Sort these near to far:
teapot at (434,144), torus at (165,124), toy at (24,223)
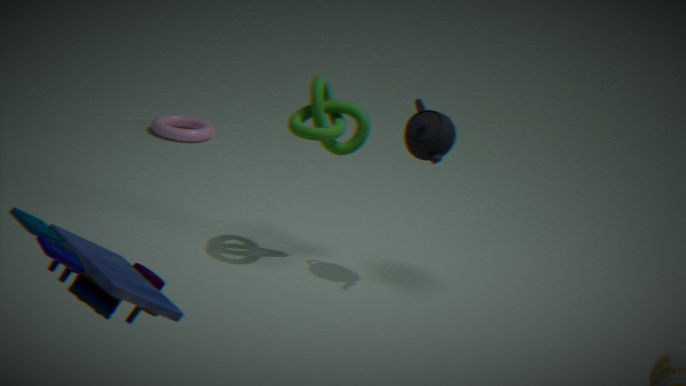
toy at (24,223)
teapot at (434,144)
torus at (165,124)
